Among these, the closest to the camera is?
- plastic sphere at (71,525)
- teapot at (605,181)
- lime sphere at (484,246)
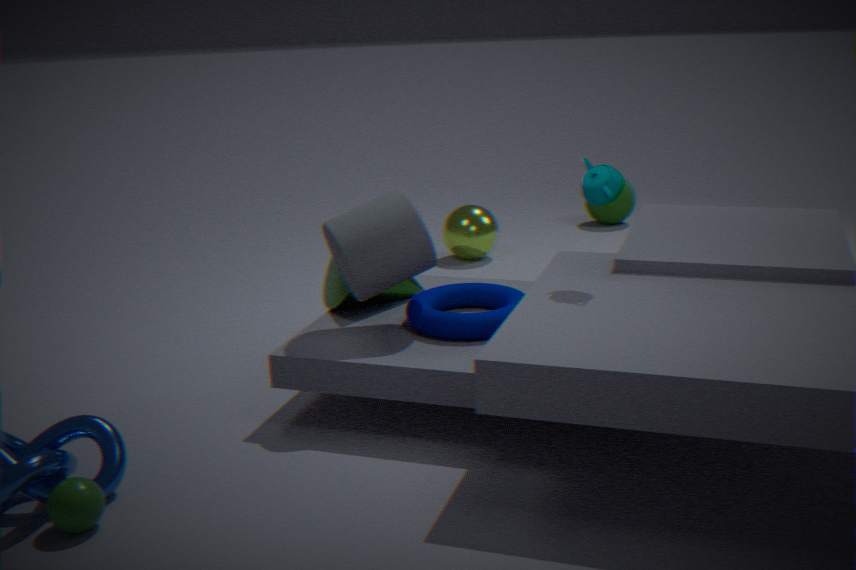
plastic sphere at (71,525)
